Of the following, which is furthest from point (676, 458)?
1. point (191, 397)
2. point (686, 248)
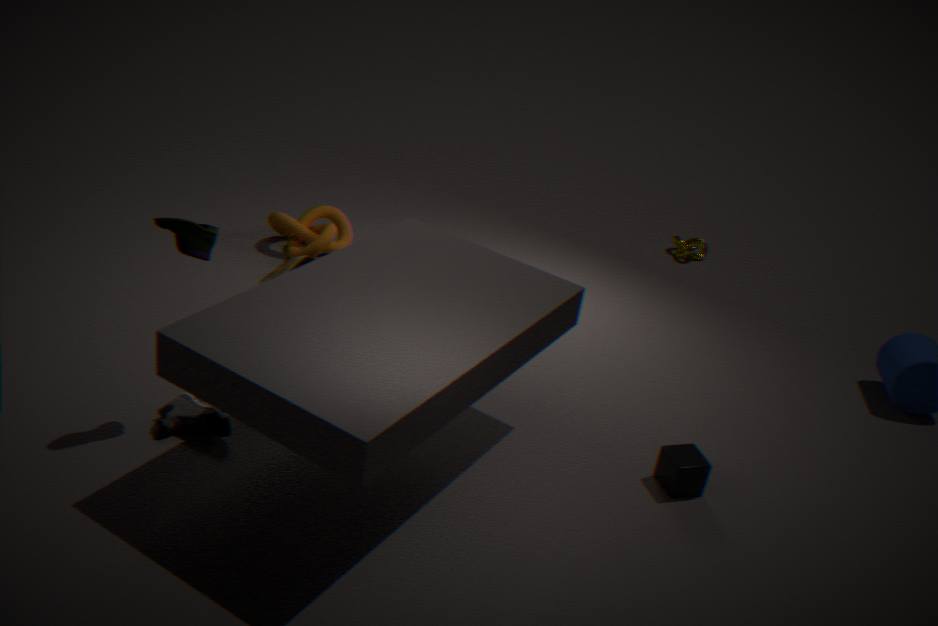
point (686, 248)
